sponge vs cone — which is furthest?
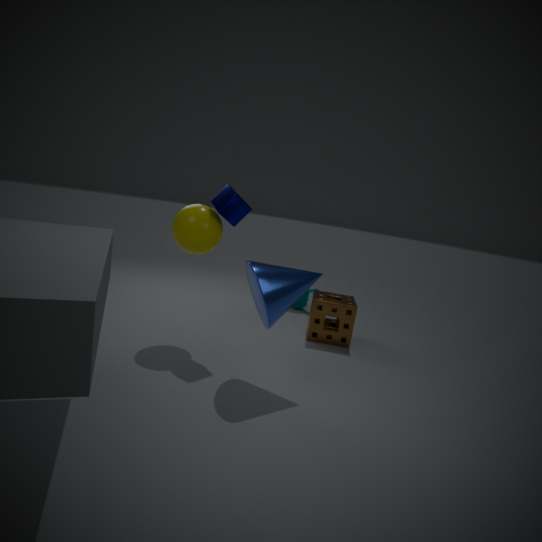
sponge
